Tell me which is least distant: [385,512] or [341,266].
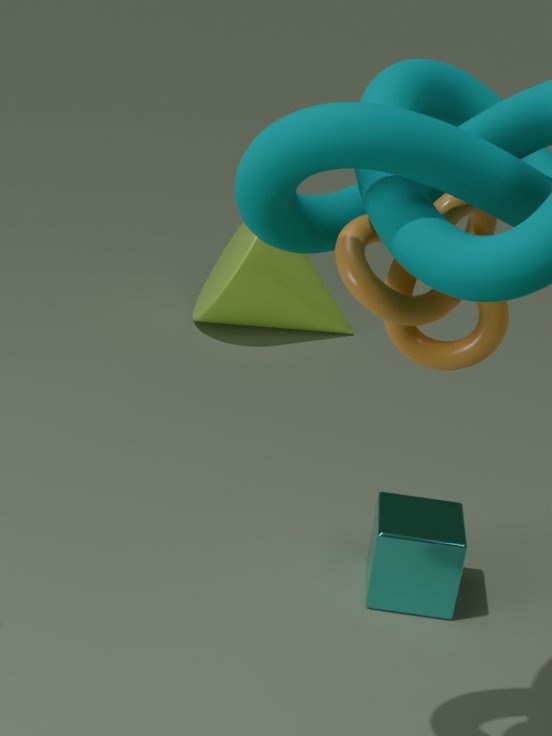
[341,266]
